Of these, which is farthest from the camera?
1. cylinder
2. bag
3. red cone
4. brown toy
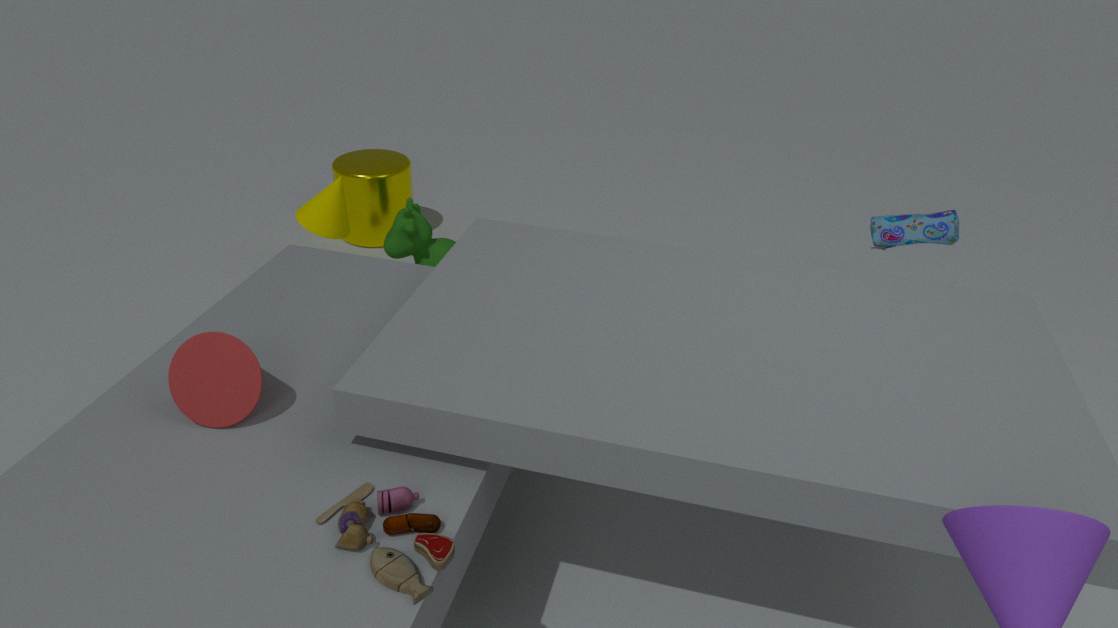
cylinder
